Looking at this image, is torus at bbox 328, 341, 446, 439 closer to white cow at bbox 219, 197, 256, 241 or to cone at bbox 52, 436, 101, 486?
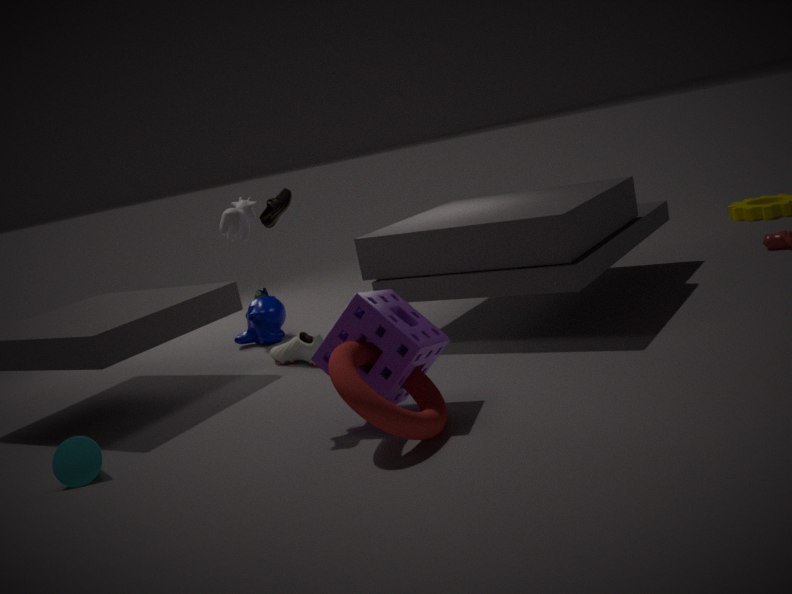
white cow at bbox 219, 197, 256, 241
